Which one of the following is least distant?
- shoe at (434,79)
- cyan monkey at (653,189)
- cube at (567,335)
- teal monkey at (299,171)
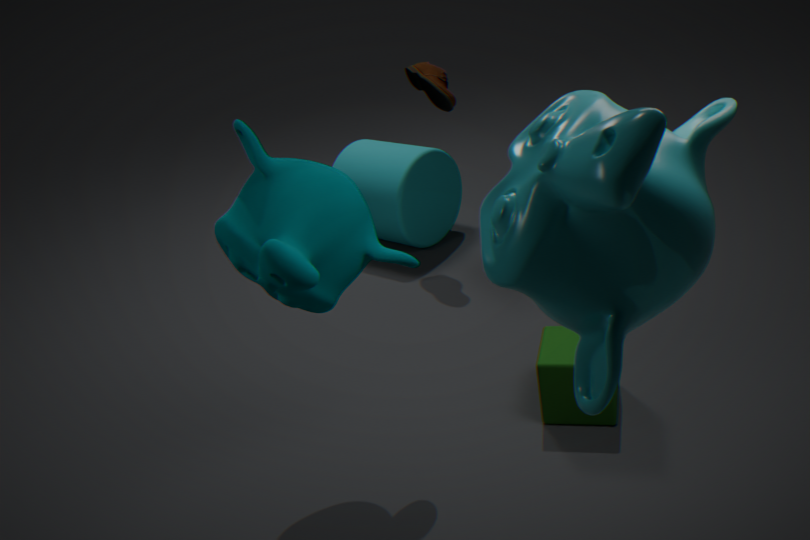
cyan monkey at (653,189)
